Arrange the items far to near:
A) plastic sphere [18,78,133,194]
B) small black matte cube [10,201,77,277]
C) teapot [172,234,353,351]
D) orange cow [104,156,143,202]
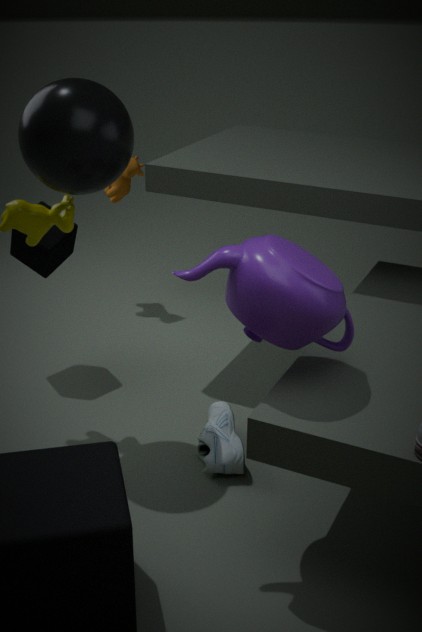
orange cow [104,156,143,202]
small black matte cube [10,201,77,277]
plastic sphere [18,78,133,194]
teapot [172,234,353,351]
